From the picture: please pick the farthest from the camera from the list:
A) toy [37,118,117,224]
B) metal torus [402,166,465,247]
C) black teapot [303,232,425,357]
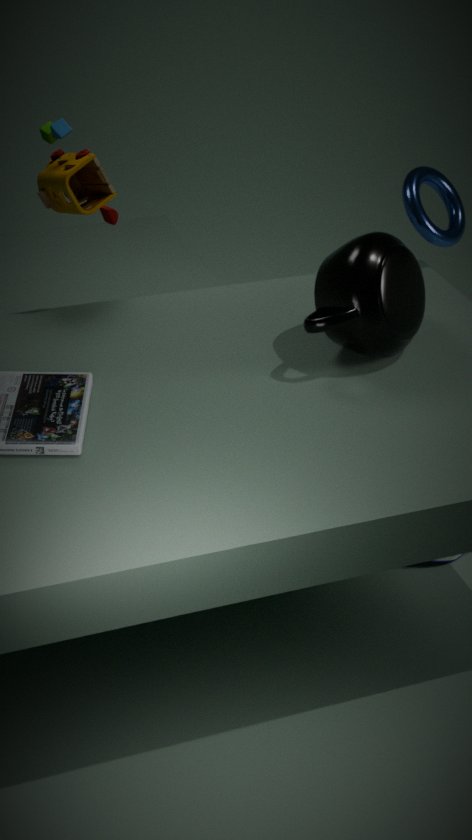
metal torus [402,166,465,247]
